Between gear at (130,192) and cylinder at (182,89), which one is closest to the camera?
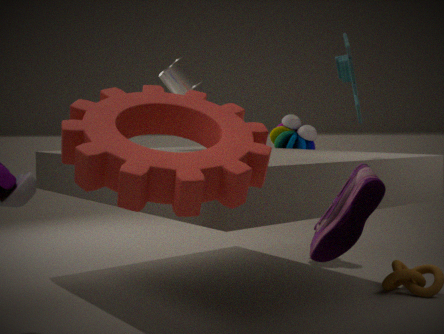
gear at (130,192)
